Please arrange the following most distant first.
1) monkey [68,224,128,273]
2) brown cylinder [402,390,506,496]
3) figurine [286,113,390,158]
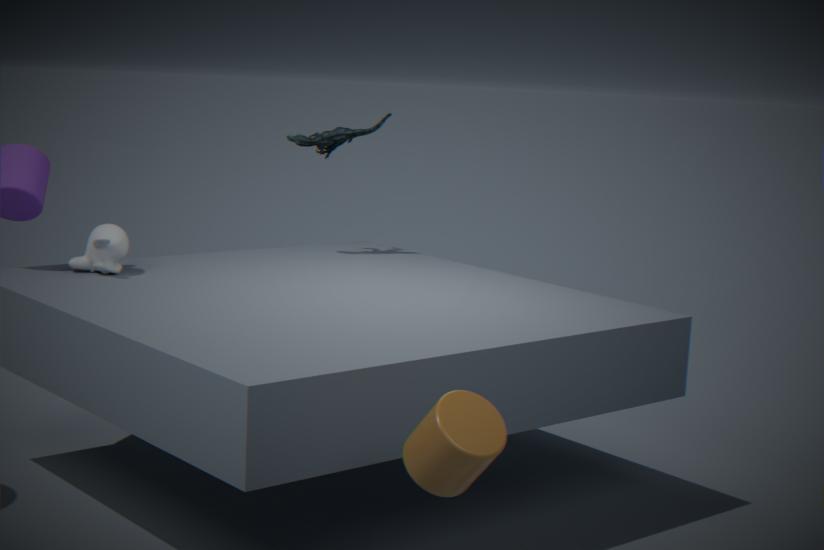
3. figurine [286,113,390,158] → 1. monkey [68,224,128,273] → 2. brown cylinder [402,390,506,496]
